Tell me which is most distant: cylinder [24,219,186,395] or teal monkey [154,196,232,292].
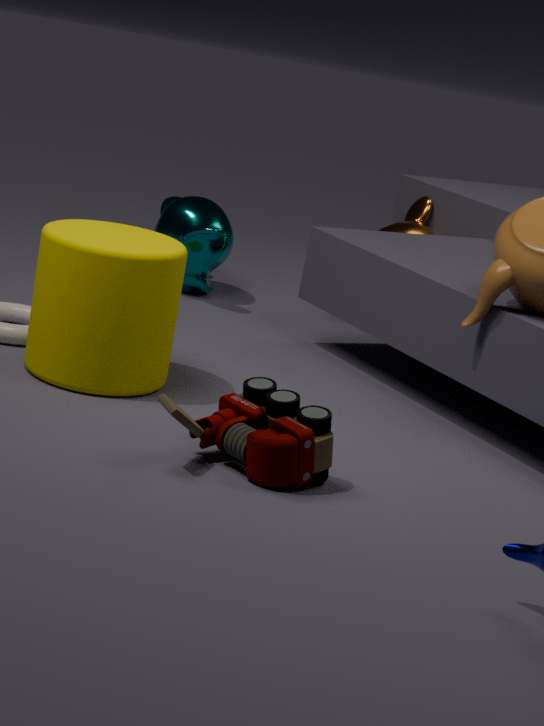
teal monkey [154,196,232,292]
